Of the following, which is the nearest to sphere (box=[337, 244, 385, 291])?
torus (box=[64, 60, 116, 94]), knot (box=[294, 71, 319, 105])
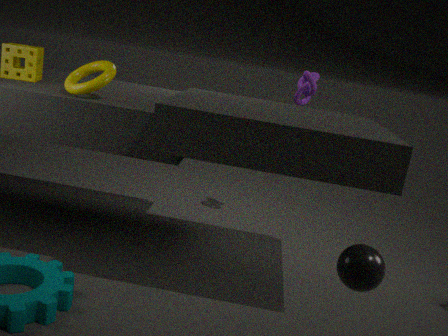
torus (box=[64, 60, 116, 94])
